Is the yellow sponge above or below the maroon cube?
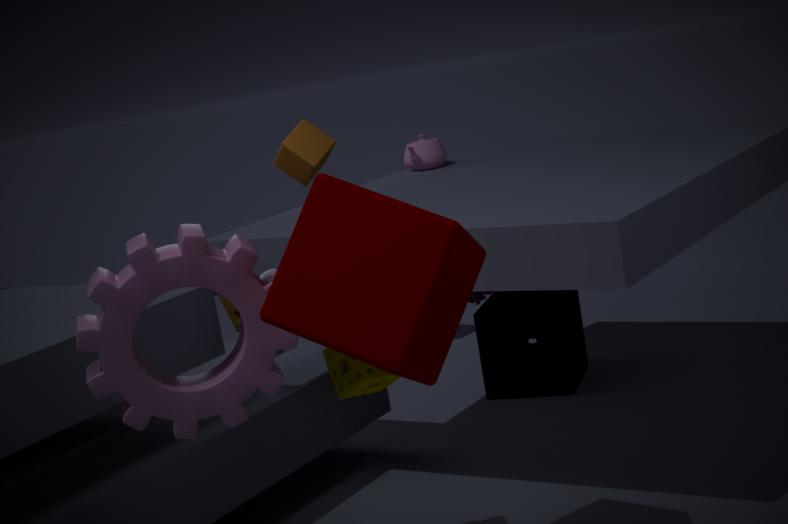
below
